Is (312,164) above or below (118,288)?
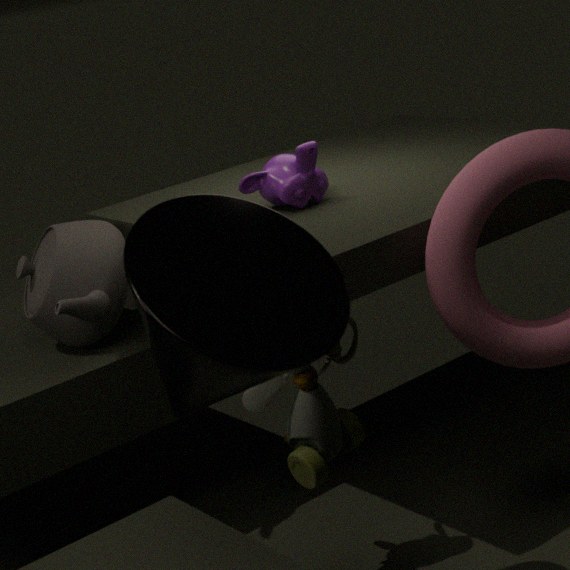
above
